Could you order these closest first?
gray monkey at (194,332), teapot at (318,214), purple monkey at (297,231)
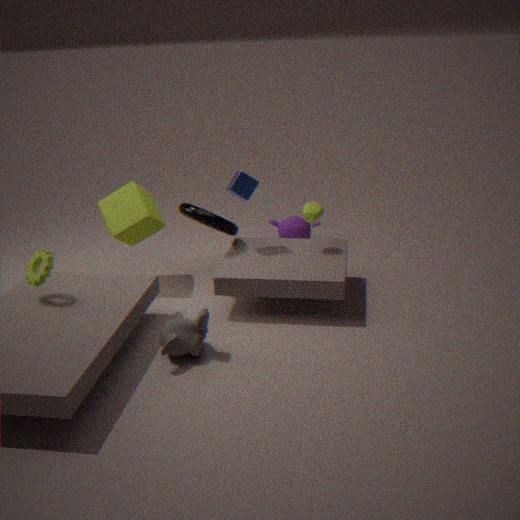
gray monkey at (194,332)
teapot at (318,214)
purple monkey at (297,231)
